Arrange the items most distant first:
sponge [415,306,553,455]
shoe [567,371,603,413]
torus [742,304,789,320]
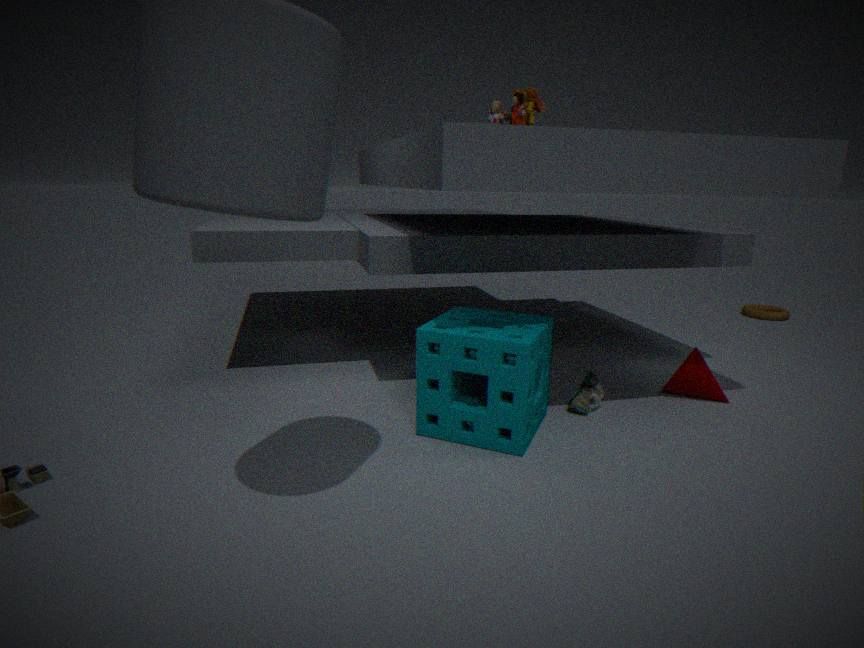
torus [742,304,789,320]
shoe [567,371,603,413]
sponge [415,306,553,455]
